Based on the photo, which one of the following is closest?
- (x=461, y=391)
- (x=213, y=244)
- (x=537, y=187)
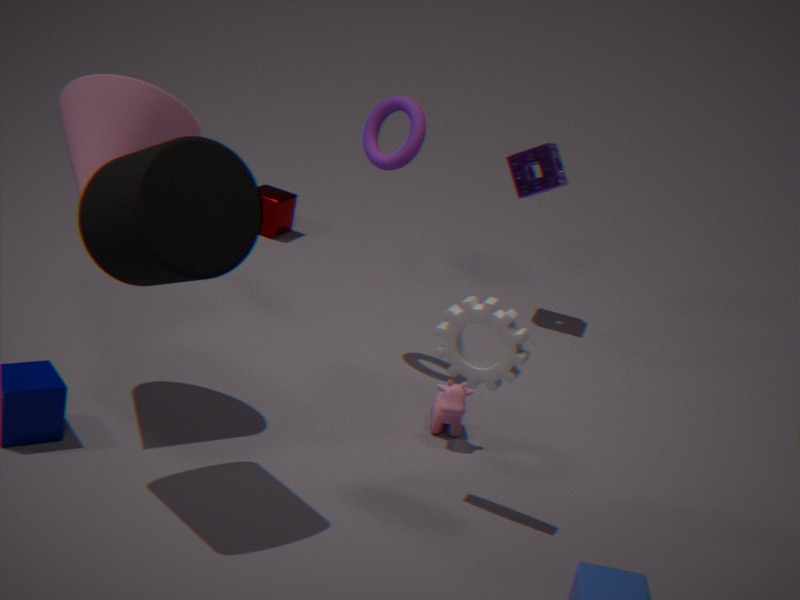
(x=213, y=244)
